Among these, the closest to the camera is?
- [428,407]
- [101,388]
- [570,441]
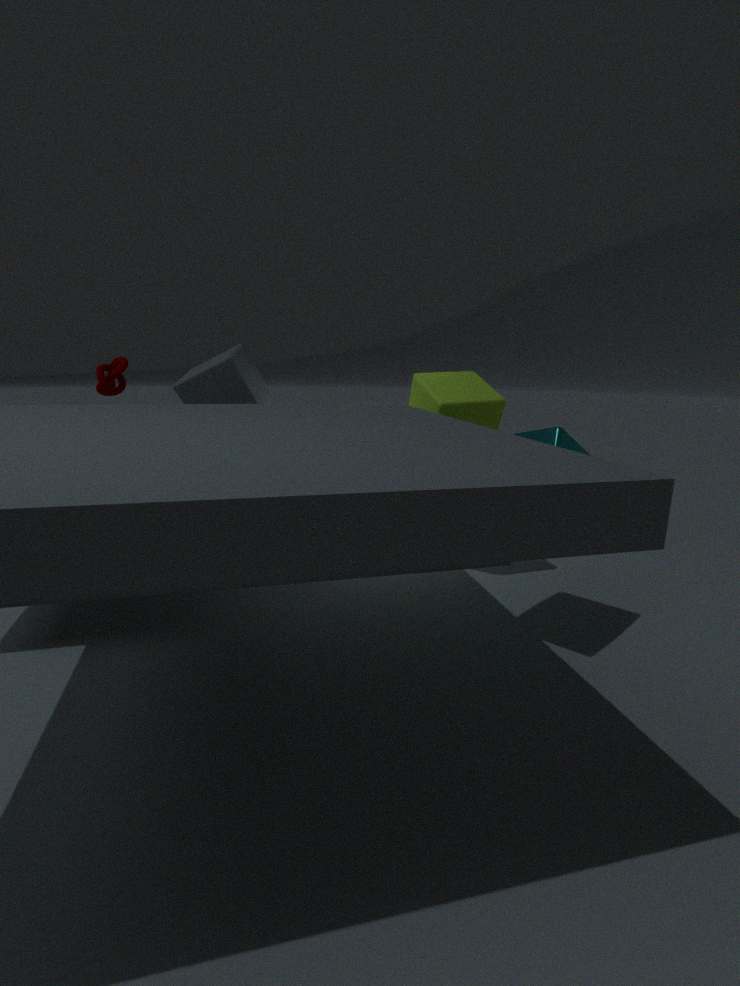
[570,441]
